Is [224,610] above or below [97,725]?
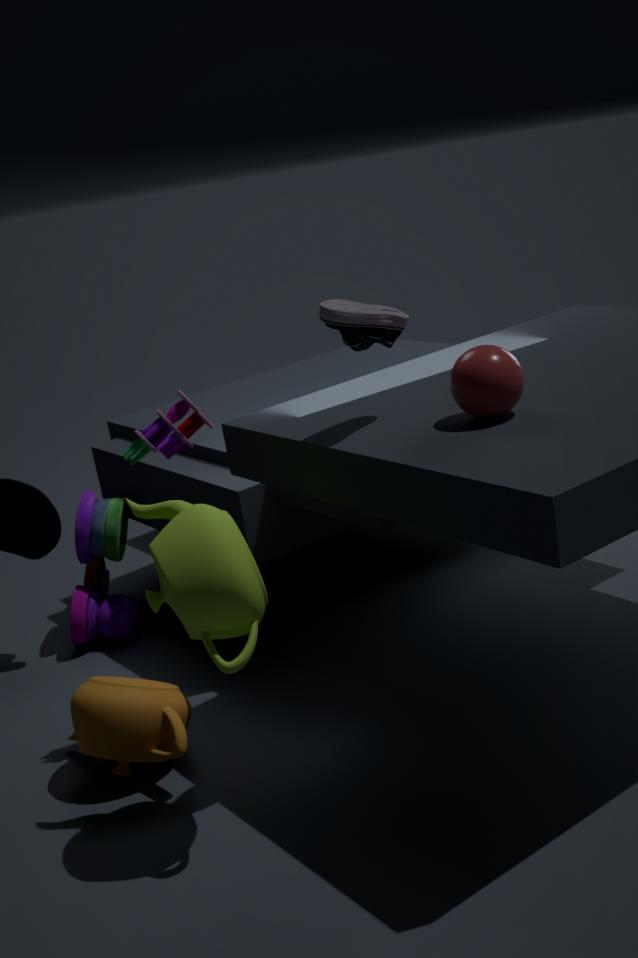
above
